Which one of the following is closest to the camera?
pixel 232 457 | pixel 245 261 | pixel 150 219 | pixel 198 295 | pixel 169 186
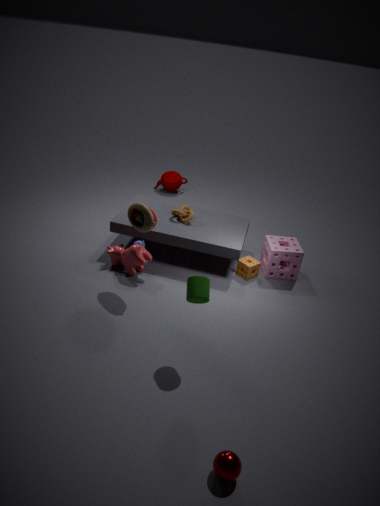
pixel 232 457
